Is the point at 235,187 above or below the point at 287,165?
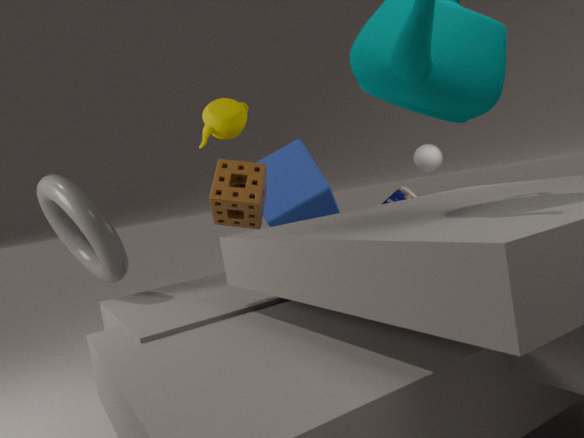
above
